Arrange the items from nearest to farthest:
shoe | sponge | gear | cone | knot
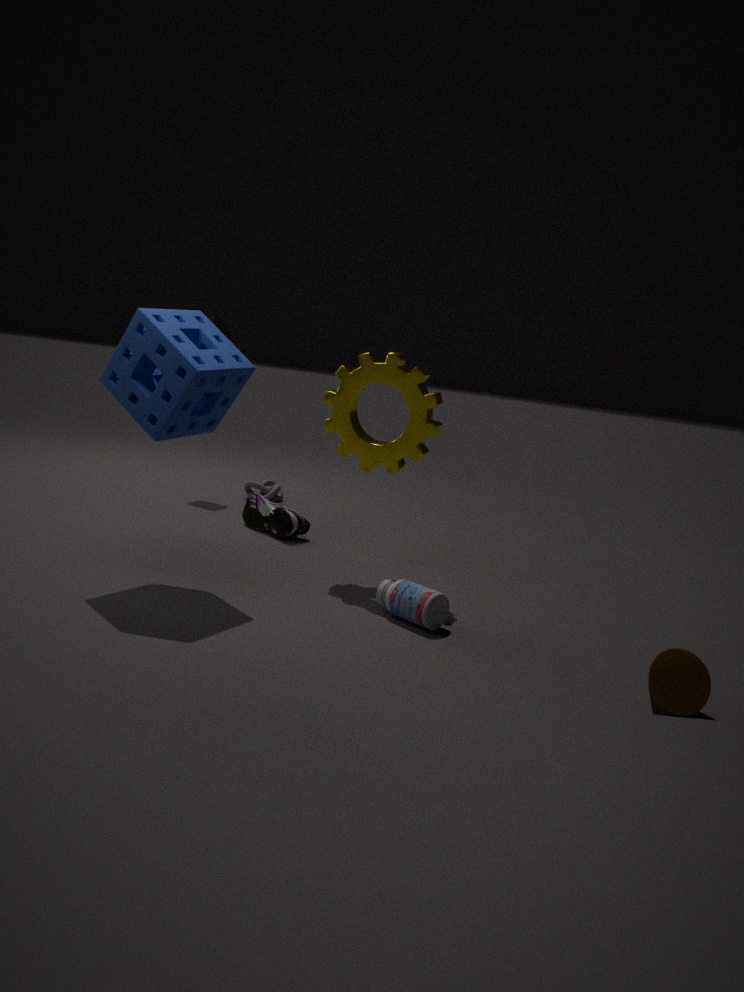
cone, sponge, gear, shoe, knot
